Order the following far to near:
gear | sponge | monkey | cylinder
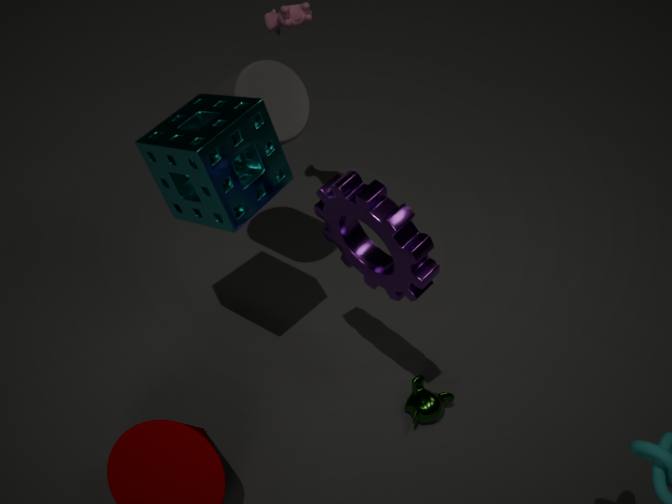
monkey, cylinder, sponge, gear
